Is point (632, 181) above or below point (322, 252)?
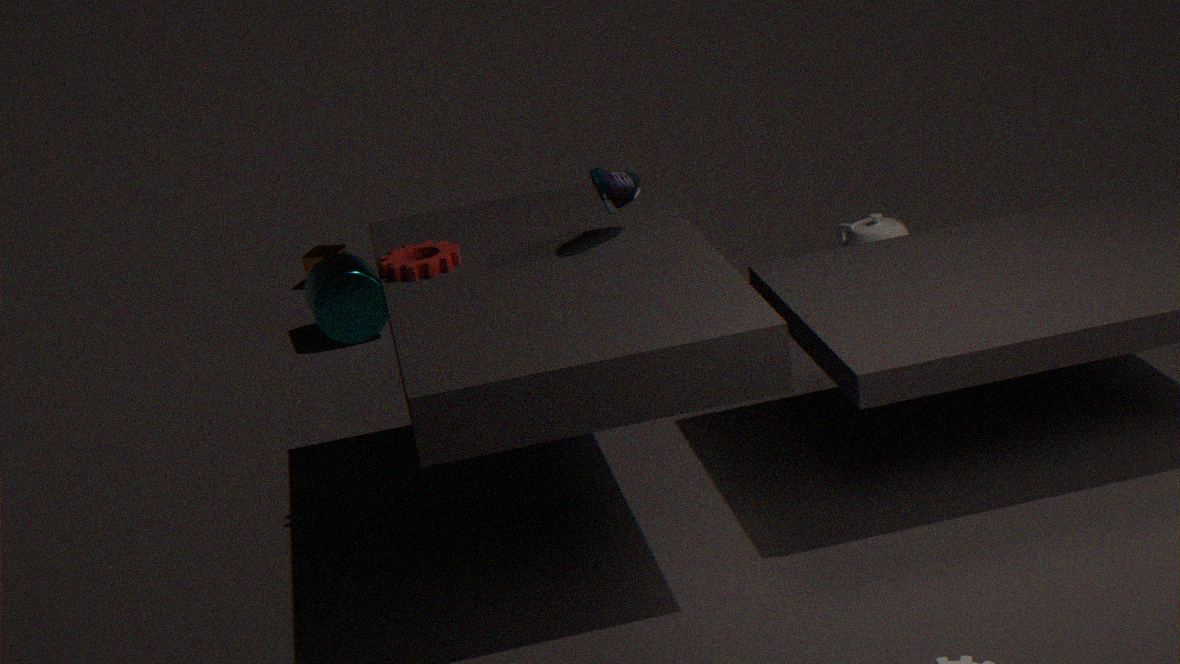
above
